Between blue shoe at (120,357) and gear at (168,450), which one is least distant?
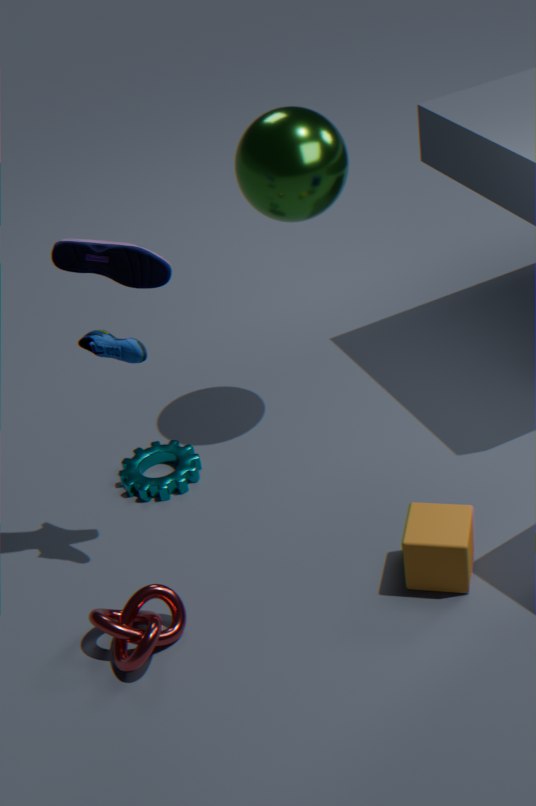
blue shoe at (120,357)
